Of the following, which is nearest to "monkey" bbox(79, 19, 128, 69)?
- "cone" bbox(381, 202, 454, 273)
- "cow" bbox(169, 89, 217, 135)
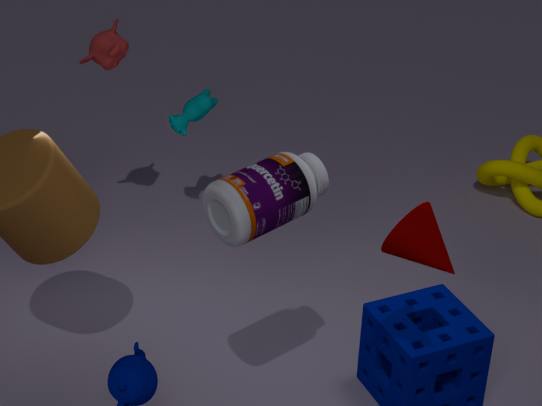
"cow" bbox(169, 89, 217, 135)
